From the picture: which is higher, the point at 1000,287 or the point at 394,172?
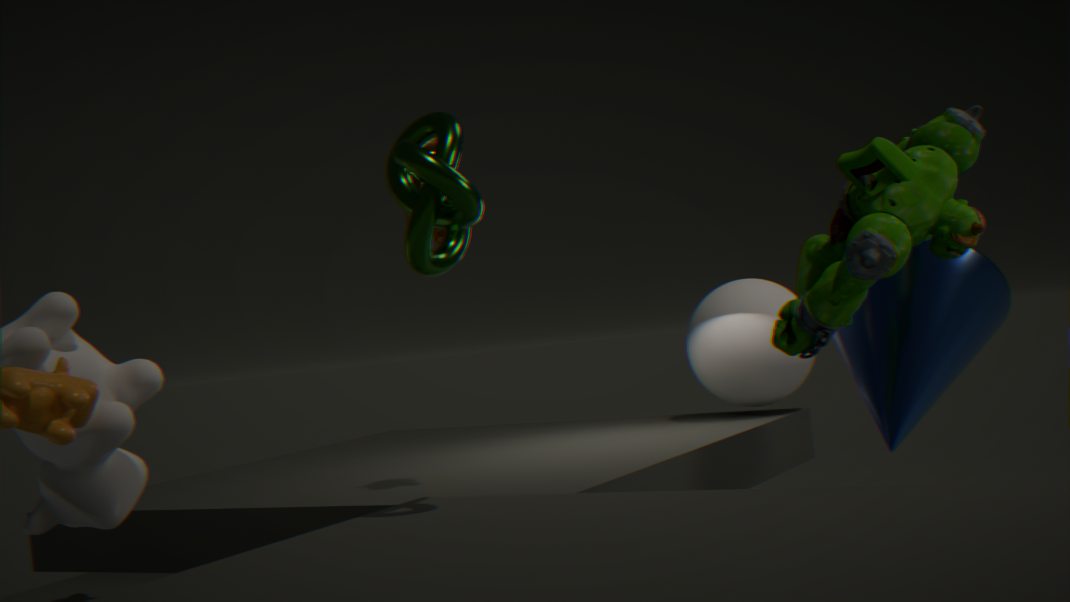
the point at 394,172
